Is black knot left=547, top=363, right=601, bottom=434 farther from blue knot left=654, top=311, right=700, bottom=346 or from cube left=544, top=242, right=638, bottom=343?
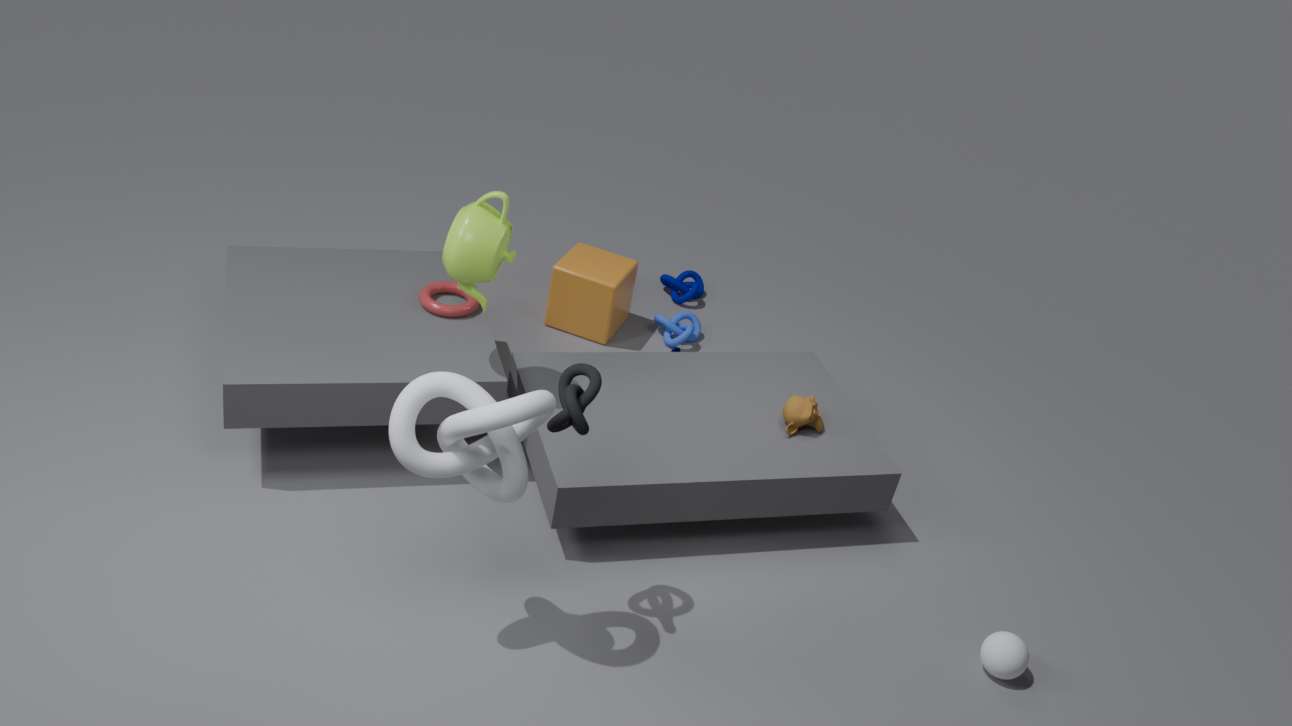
blue knot left=654, top=311, right=700, bottom=346
